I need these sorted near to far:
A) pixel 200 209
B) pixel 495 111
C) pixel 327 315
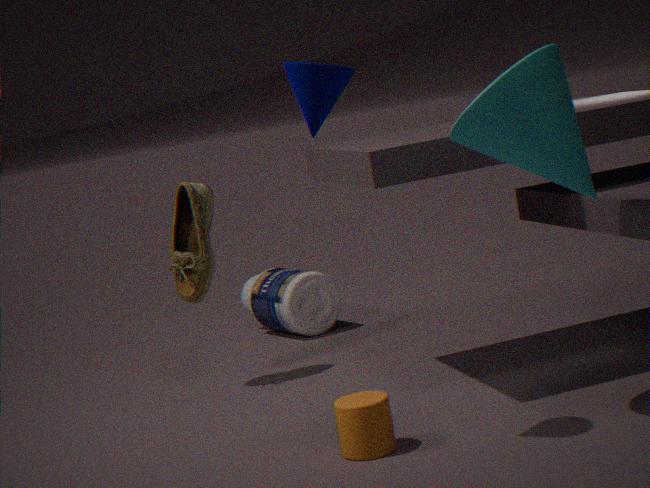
pixel 495 111, pixel 200 209, pixel 327 315
